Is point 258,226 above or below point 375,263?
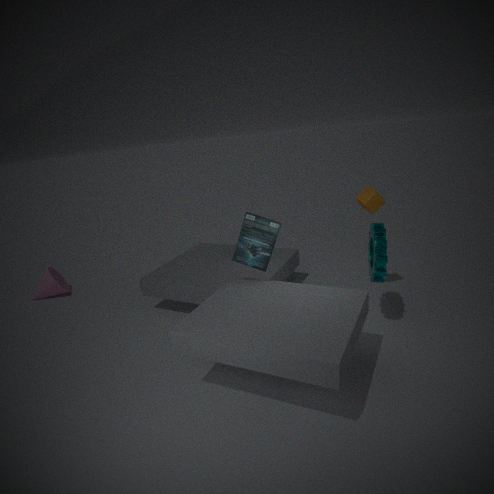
above
